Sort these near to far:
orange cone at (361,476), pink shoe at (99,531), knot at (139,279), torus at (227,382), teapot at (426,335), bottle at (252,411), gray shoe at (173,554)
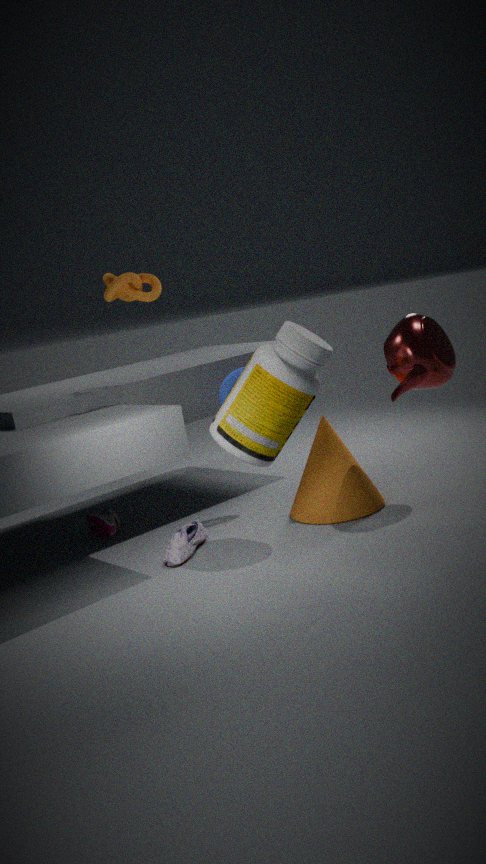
bottle at (252,411), gray shoe at (173,554), teapot at (426,335), knot at (139,279), orange cone at (361,476), torus at (227,382), pink shoe at (99,531)
